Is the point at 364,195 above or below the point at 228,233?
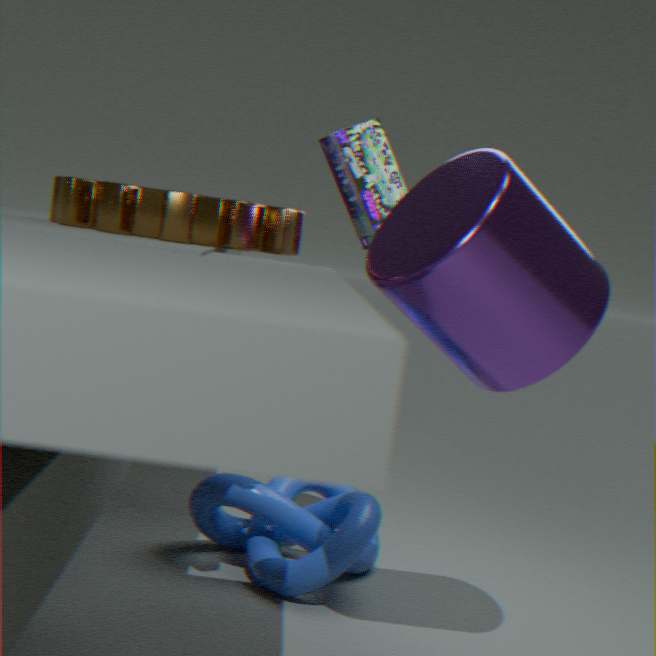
above
